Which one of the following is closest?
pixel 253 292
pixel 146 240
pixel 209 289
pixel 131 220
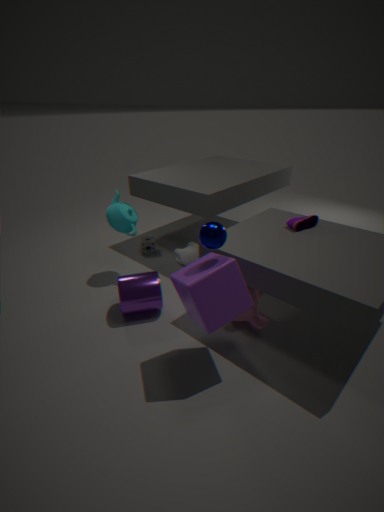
pixel 209 289
